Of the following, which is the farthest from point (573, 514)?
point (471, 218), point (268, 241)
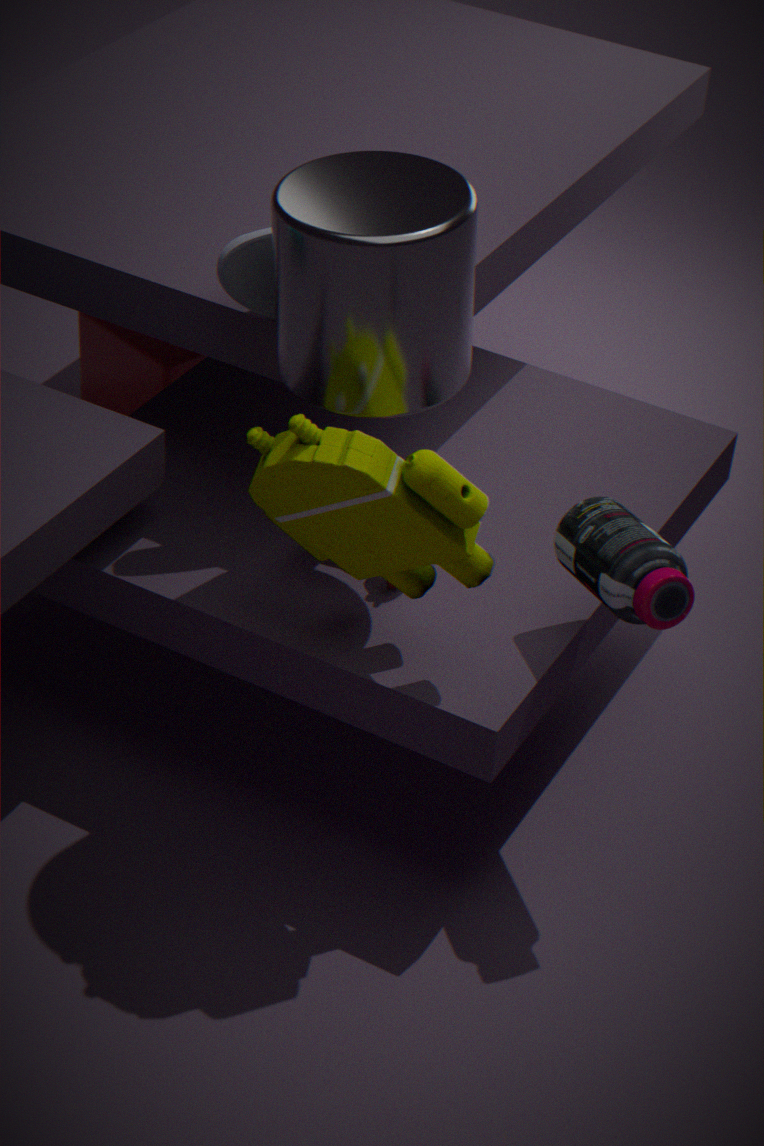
point (268, 241)
